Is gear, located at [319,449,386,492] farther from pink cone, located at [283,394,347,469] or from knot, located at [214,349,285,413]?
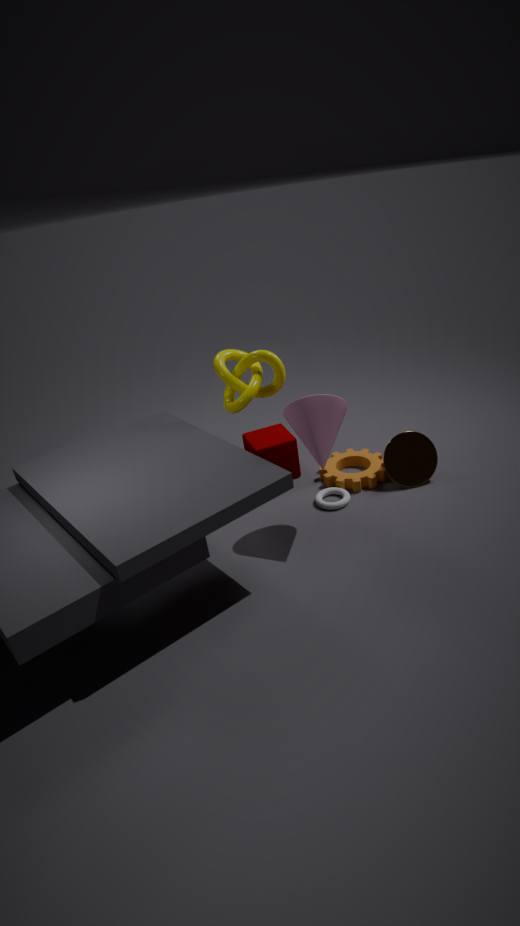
knot, located at [214,349,285,413]
